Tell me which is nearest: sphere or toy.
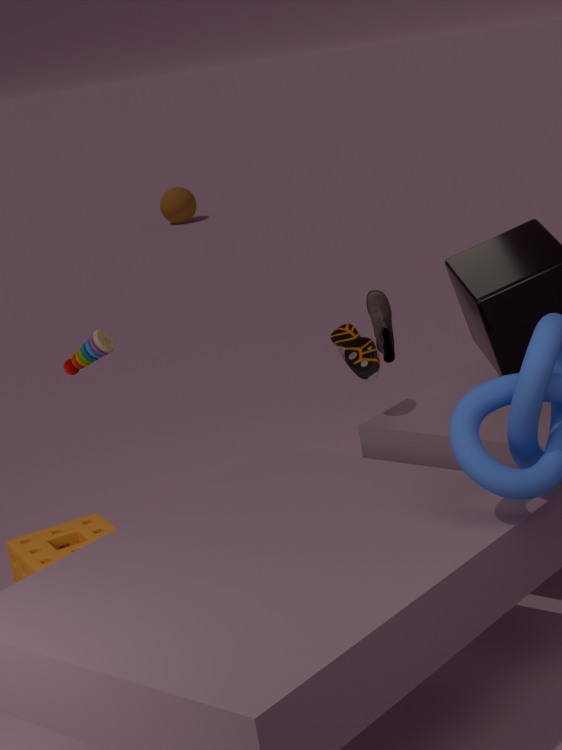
toy
